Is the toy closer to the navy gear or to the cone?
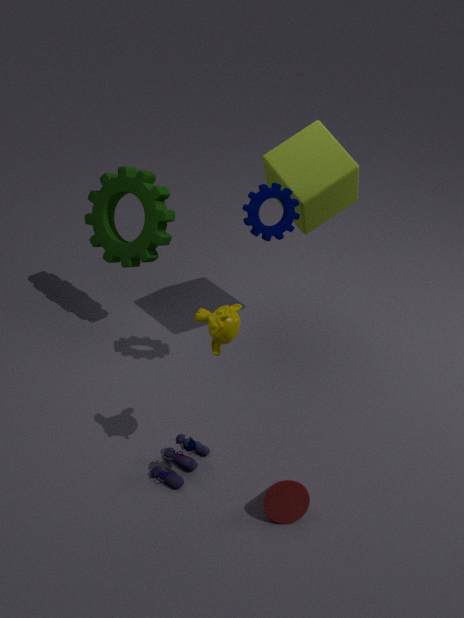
the cone
